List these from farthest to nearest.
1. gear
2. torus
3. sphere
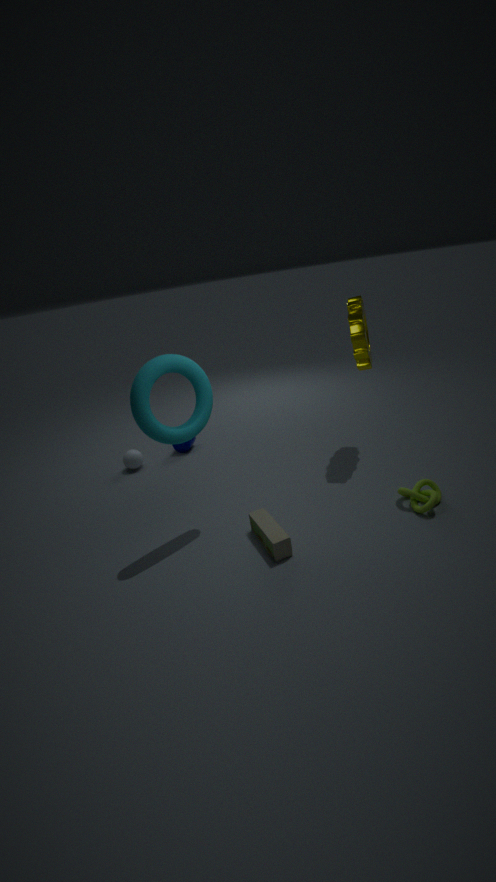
sphere, gear, torus
